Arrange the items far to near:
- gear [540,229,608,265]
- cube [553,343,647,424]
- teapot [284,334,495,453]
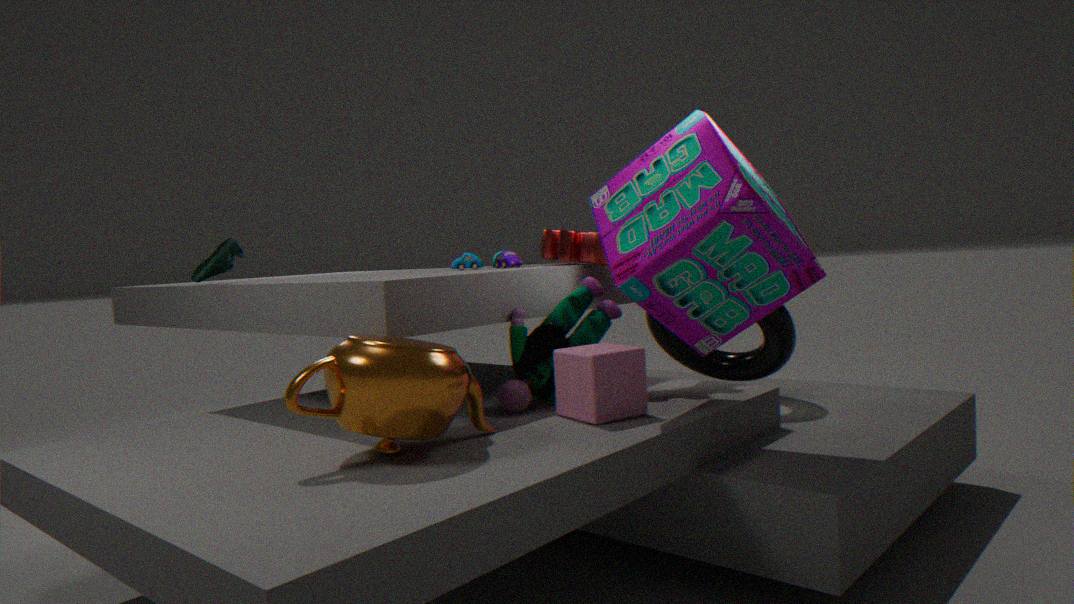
gear [540,229,608,265] → cube [553,343,647,424] → teapot [284,334,495,453]
